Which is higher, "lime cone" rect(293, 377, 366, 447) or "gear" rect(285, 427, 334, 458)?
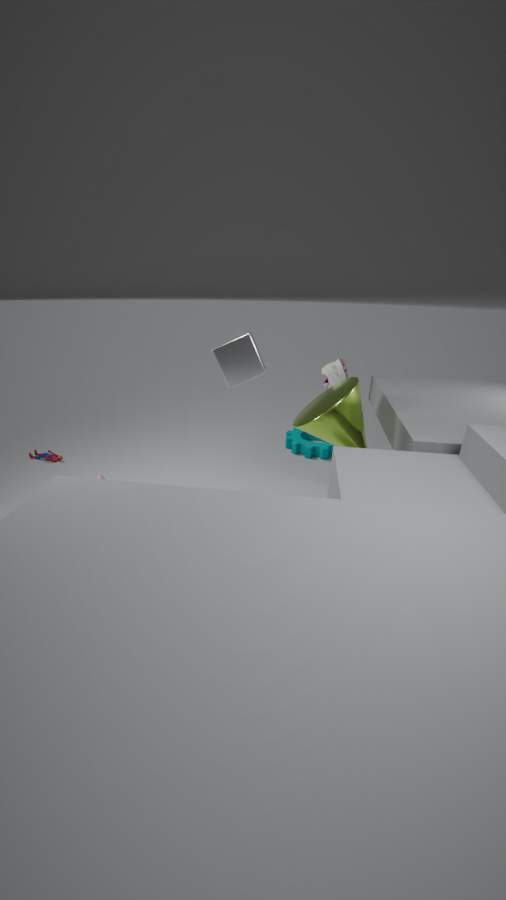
"lime cone" rect(293, 377, 366, 447)
